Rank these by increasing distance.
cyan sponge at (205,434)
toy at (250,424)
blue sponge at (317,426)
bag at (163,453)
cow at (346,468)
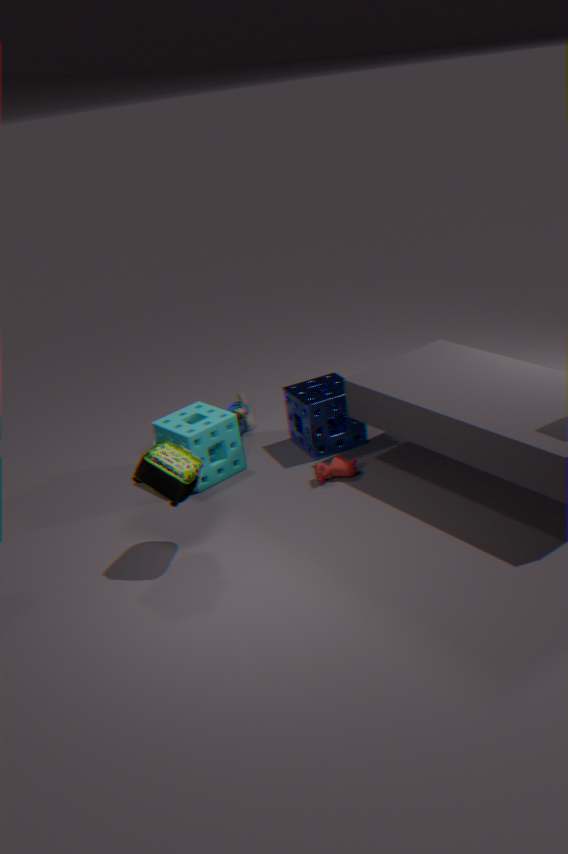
1. bag at (163,453)
2. cow at (346,468)
3. cyan sponge at (205,434)
4. blue sponge at (317,426)
5. toy at (250,424)
